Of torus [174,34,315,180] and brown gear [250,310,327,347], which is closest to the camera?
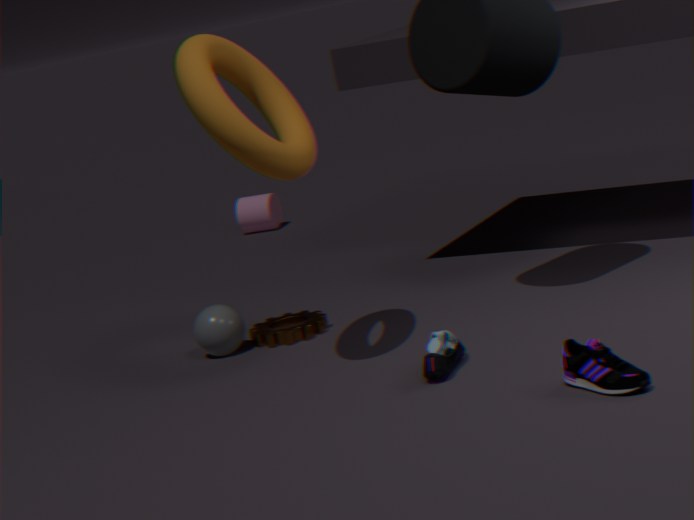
torus [174,34,315,180]
